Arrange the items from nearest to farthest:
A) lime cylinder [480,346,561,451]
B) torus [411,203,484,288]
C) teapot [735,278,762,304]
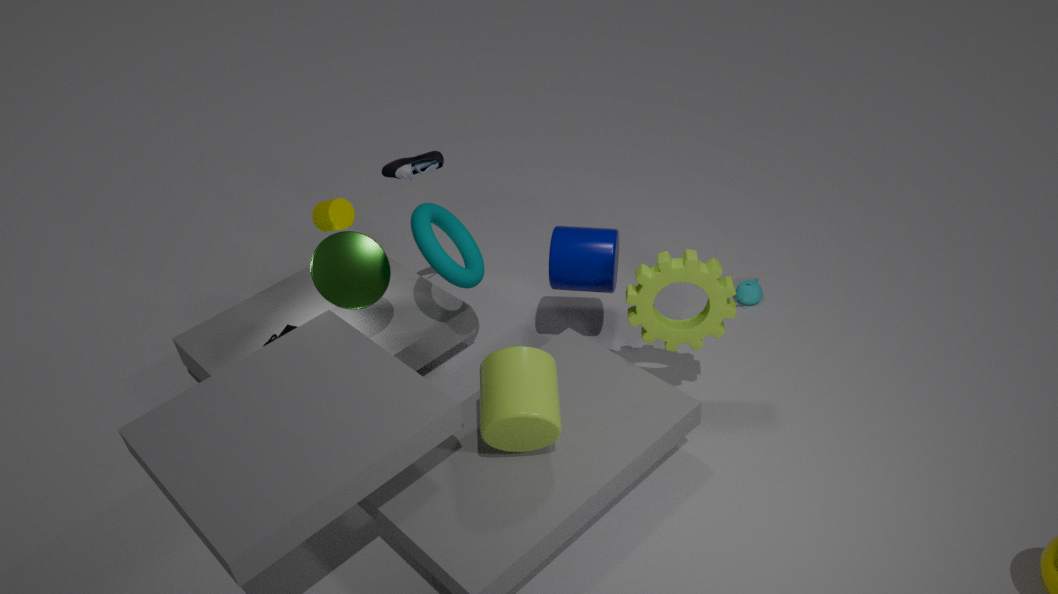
lime cylinder [480,346,561,451]
torus [411,203,484,288]
teapot [735,278,762,304]
